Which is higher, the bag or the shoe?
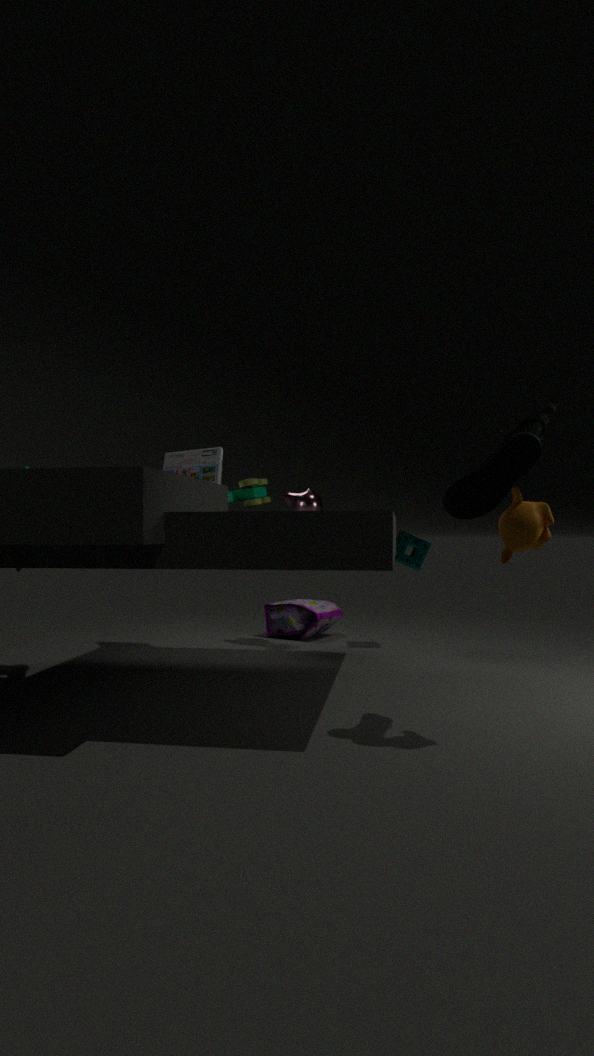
the shoe
